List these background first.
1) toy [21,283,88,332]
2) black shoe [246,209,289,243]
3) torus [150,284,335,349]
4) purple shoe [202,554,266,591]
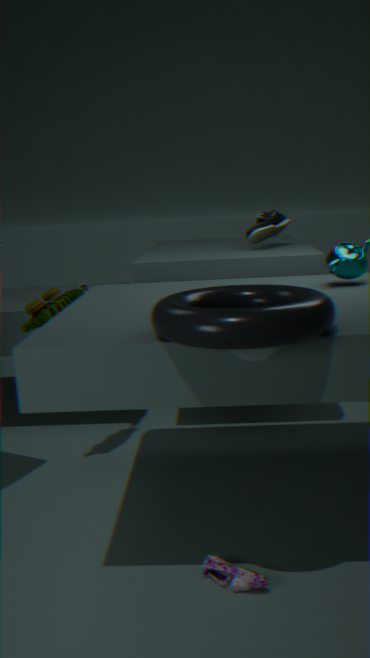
2. black shoe [246,209,289,243] → 1. toy [21,283,88,332] → 4. purple shoe [202,554,266,591] → 3. torus [150,284,335,349]
